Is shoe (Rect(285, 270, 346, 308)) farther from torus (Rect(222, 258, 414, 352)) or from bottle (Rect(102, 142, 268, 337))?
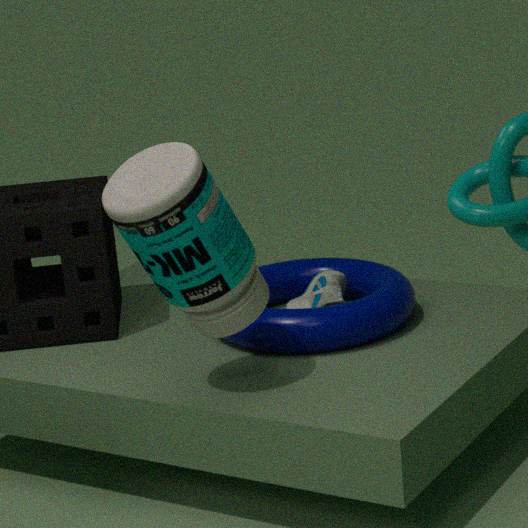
bottle (Rect(102, 142, 268, 337))
